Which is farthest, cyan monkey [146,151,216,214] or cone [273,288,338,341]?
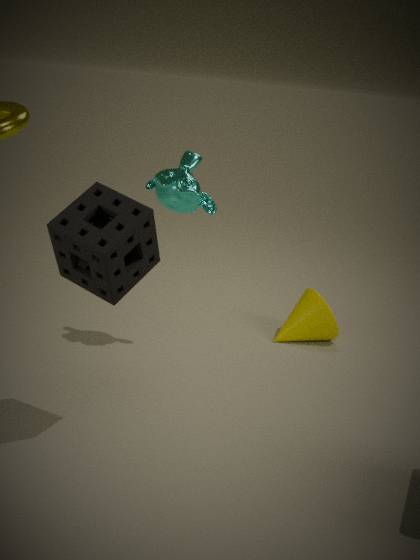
cone [273,288,338,341]
